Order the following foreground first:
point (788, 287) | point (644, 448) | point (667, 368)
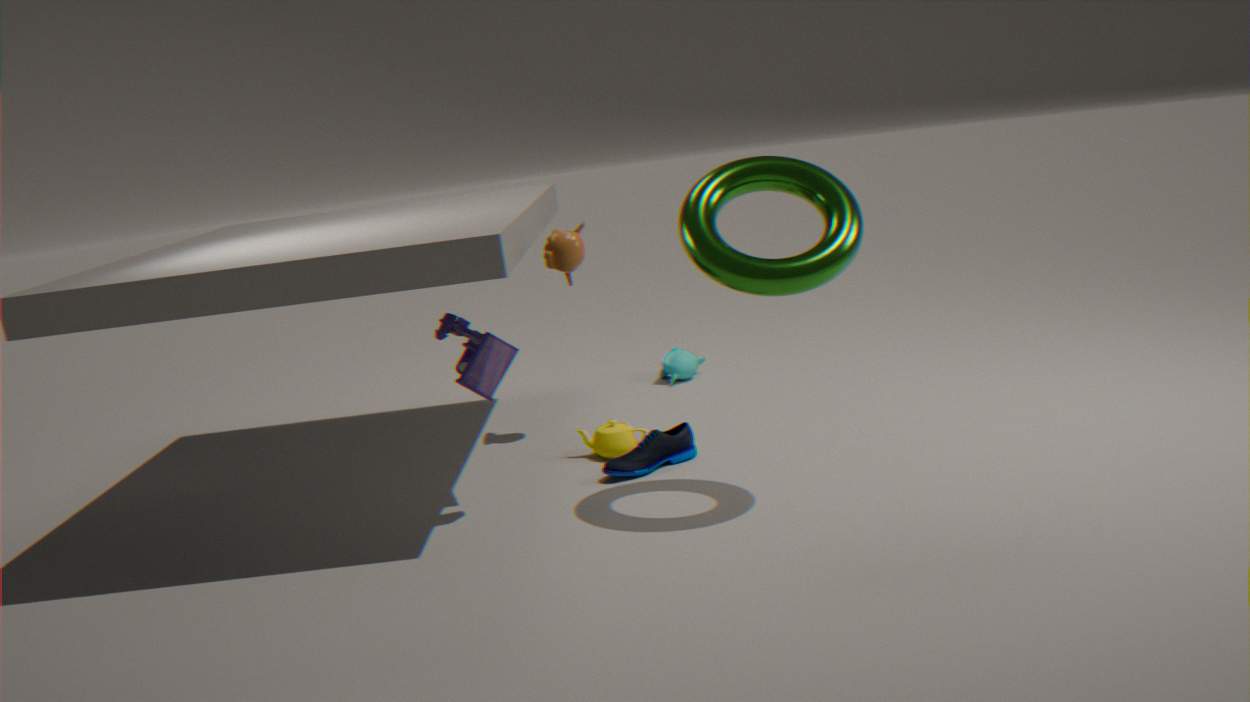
point (788, 287) < point (644, 448) < point (667, 368)
